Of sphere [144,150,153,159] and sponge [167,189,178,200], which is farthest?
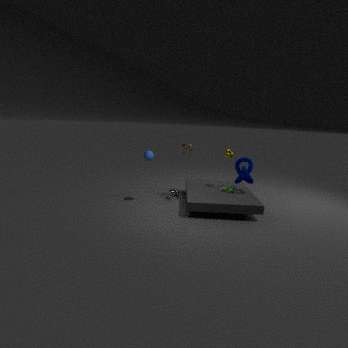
sponge [167,189,178,200]
